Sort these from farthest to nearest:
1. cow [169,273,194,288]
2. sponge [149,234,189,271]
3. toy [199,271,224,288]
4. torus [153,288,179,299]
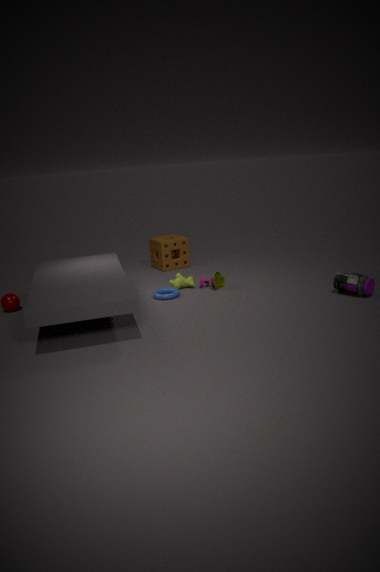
1. sponge [149,234,189,271]
2. cow [169,273,194,288]
3. toy [199,271,224,288]
4. torus [153,288,179,299]
